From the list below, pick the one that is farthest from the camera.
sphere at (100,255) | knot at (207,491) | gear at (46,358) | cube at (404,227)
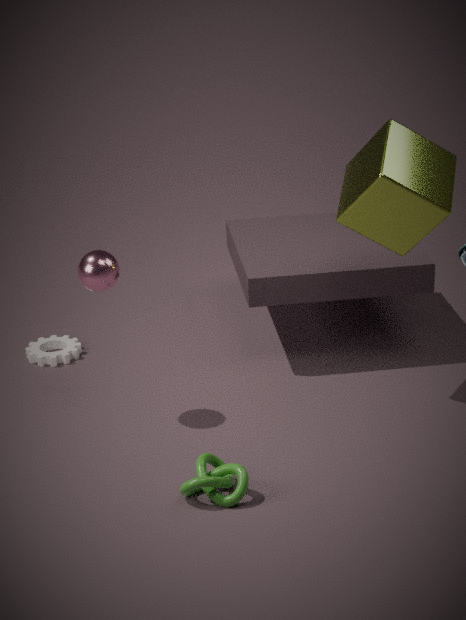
gear at (46,358)
